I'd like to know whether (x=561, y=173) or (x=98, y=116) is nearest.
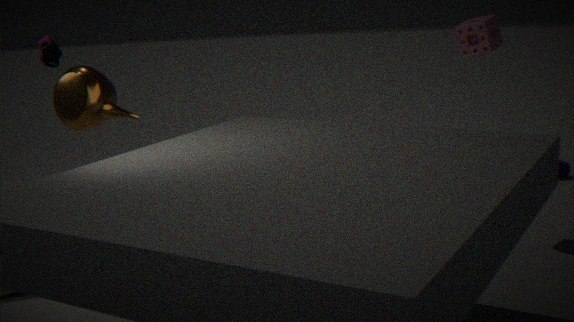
(x=98, y=116)
